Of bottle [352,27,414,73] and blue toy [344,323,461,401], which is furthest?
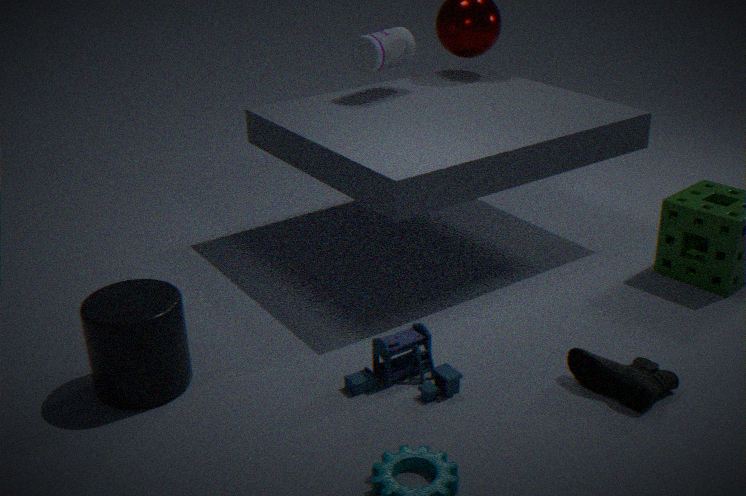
bottle [352,27,414,73]
